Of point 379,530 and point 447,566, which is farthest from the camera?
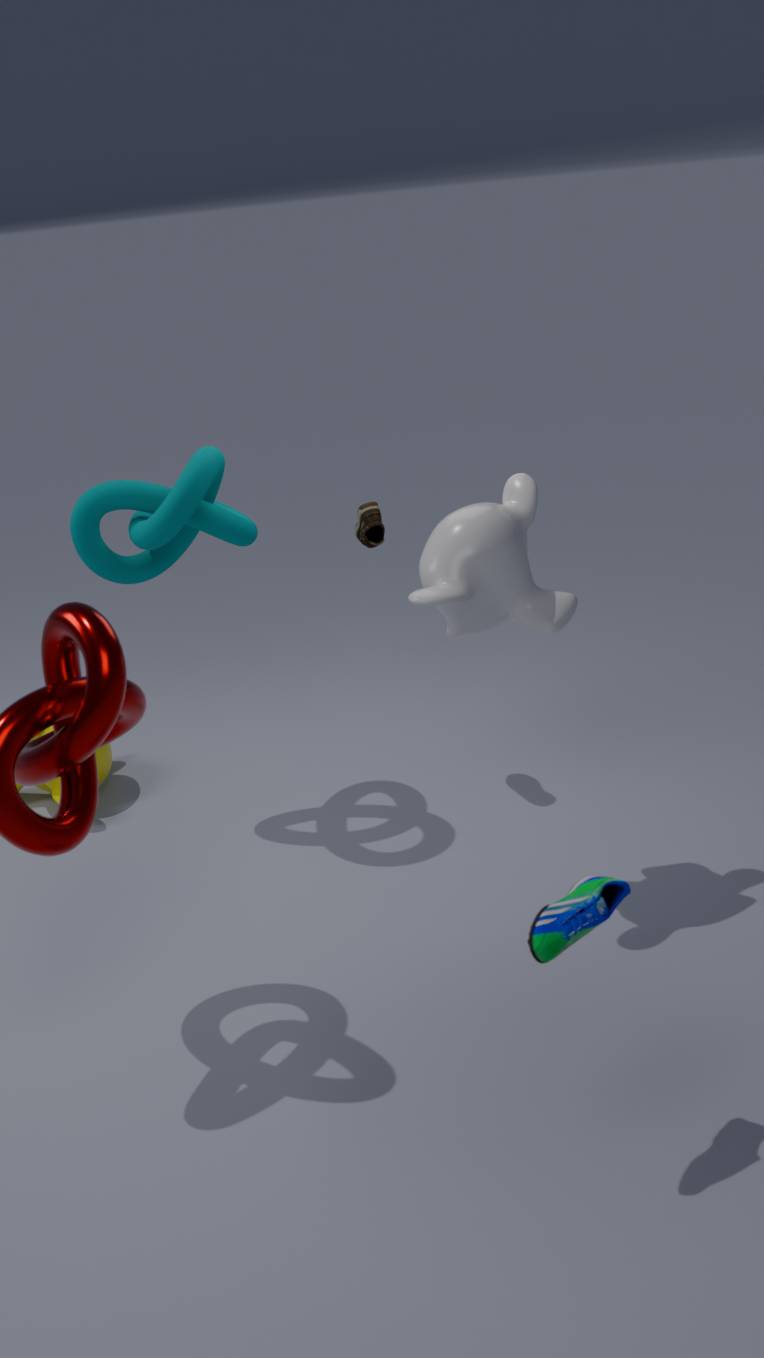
point 379,530
